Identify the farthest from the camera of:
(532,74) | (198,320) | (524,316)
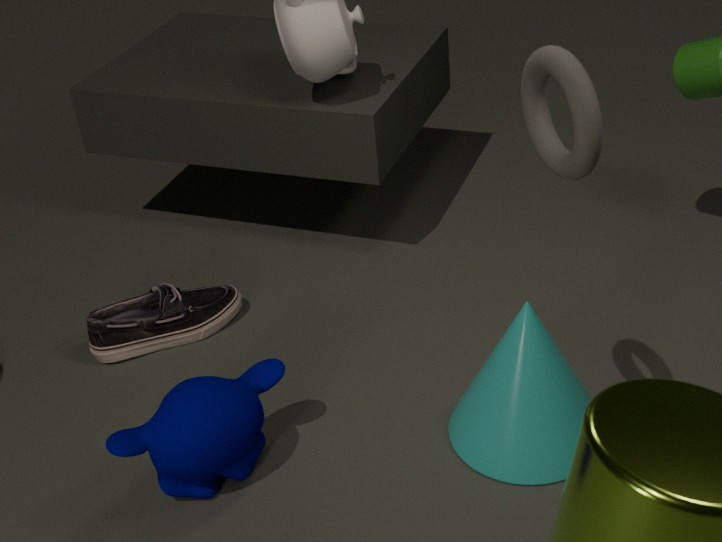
(198,320)
